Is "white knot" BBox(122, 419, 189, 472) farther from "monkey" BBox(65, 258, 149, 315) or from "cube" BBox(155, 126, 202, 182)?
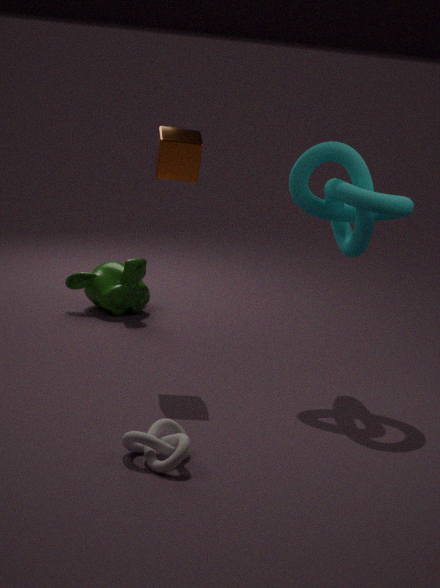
"monkey" BBox(65, 258, 149, 315)
